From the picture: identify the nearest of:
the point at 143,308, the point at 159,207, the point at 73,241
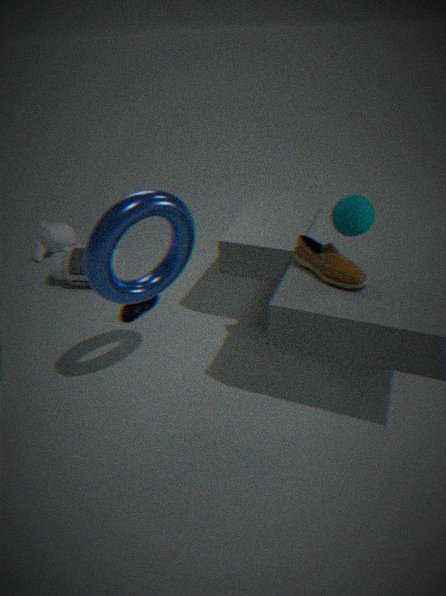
the point at 159,207
